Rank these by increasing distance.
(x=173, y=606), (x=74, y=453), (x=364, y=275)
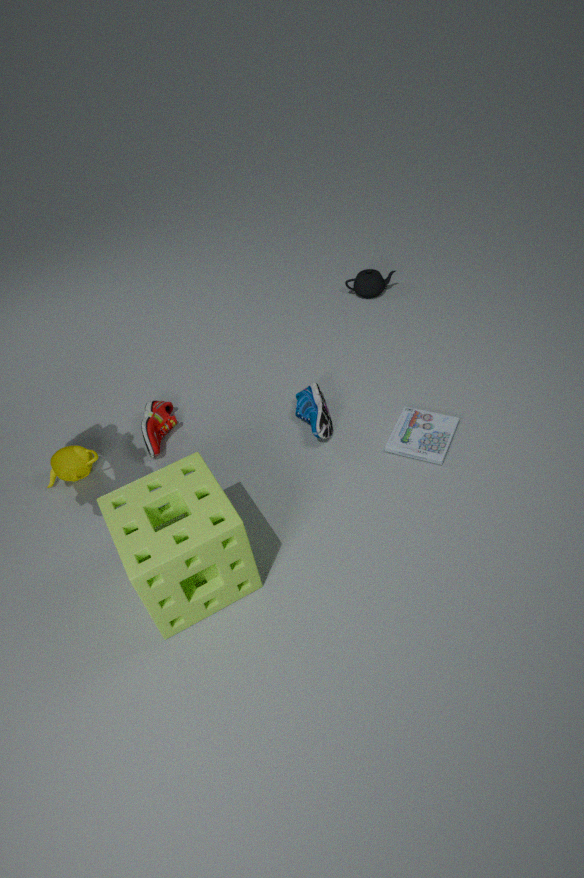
(x=173, y=606), (x=74, y=453), (x=364, y=275)
